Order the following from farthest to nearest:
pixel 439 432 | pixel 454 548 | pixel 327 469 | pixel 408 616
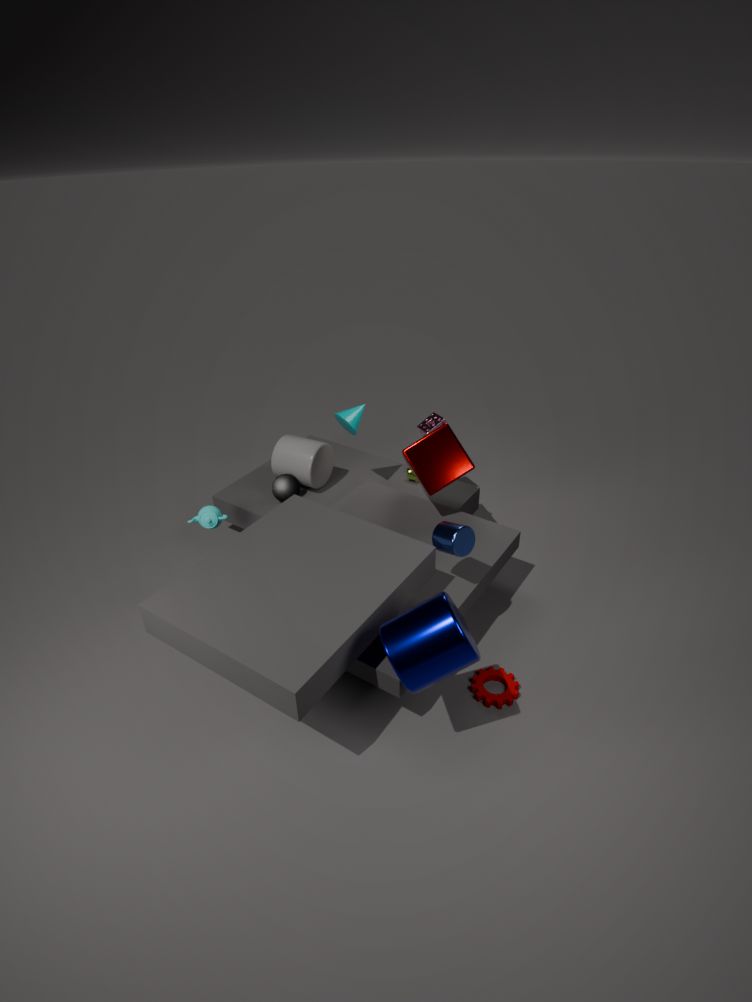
pixel 327 469
pixel 439 432
pixel 454 548
pixel 408 616
